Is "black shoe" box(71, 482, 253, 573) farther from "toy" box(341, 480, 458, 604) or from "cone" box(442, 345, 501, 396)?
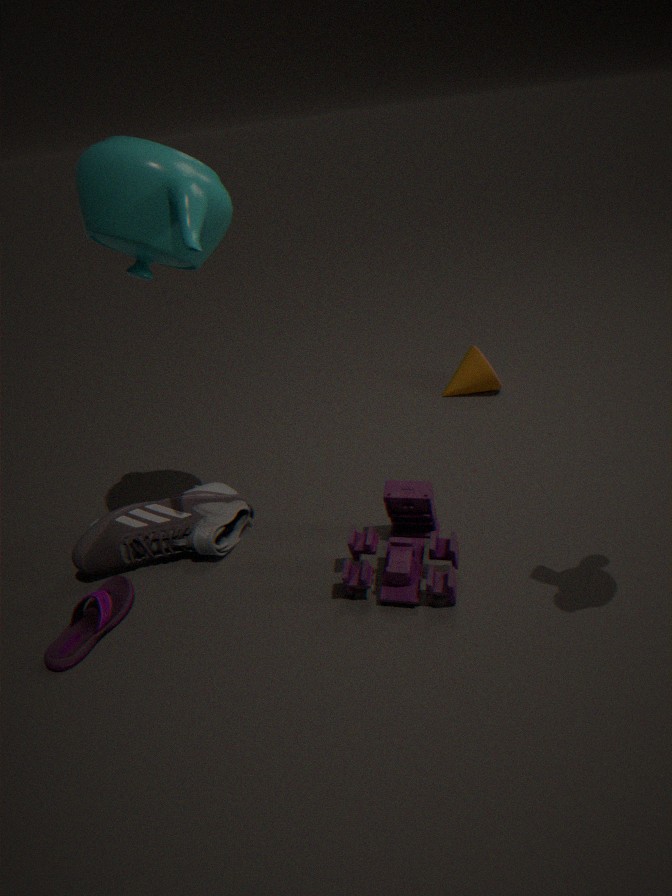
"cone" box(442, 345, 501, 396)
